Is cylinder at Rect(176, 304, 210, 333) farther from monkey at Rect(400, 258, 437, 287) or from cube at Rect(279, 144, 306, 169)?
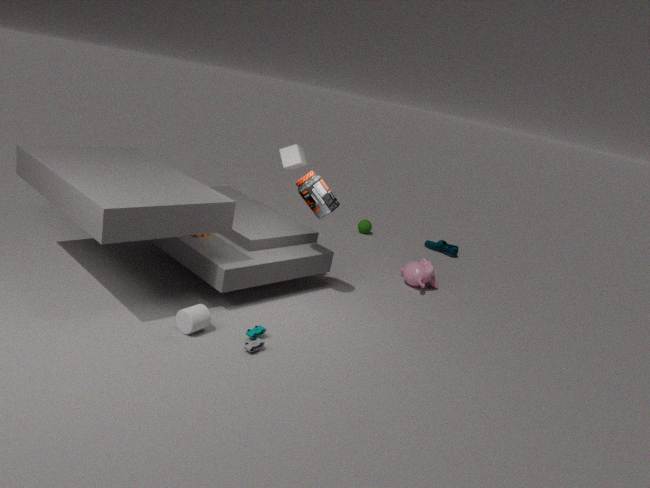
monkey at Rect(400, 258, 437, 287)
